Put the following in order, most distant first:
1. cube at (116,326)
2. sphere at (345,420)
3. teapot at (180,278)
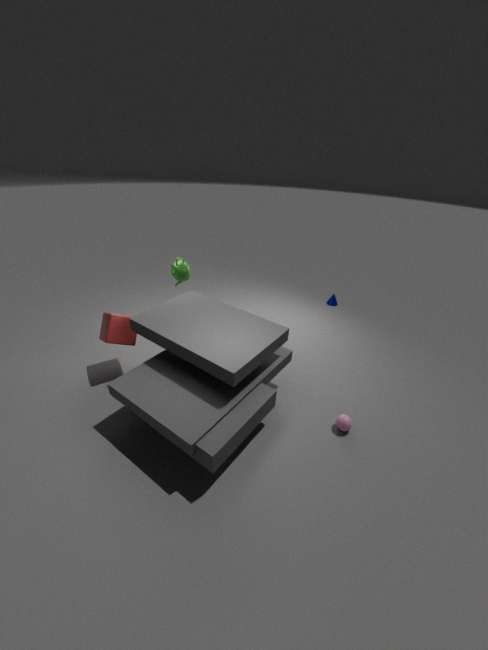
teapot at (180,278)
cube at (116,326)
sphere at (345,420)
